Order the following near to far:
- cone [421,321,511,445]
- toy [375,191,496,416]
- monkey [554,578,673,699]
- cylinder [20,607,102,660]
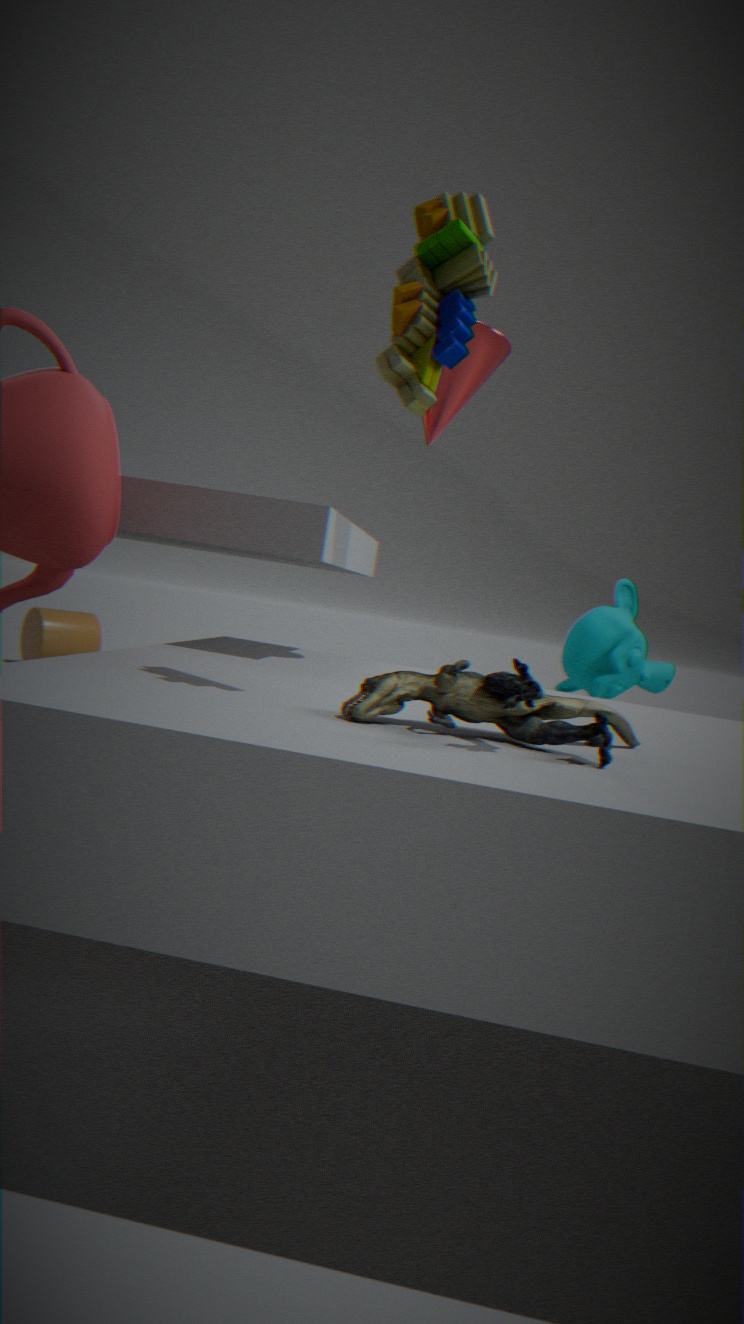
1. toy [375,191,496,416]
2. cone [421,321,511,445]
3. monkey [554,578,673,699]
4. cylinder [20,607,102,660]
